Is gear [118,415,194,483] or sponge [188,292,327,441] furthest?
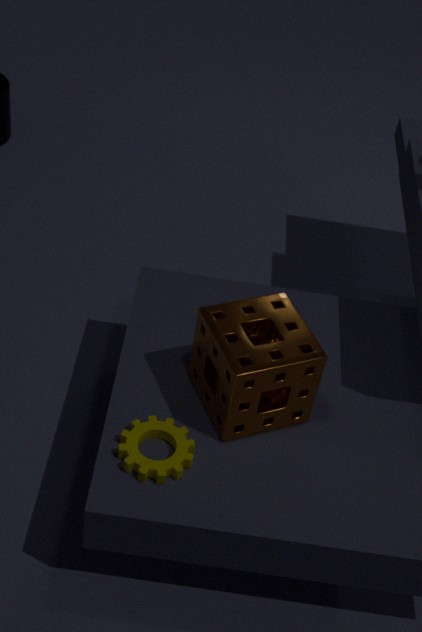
sponge [188,292,327,441]
